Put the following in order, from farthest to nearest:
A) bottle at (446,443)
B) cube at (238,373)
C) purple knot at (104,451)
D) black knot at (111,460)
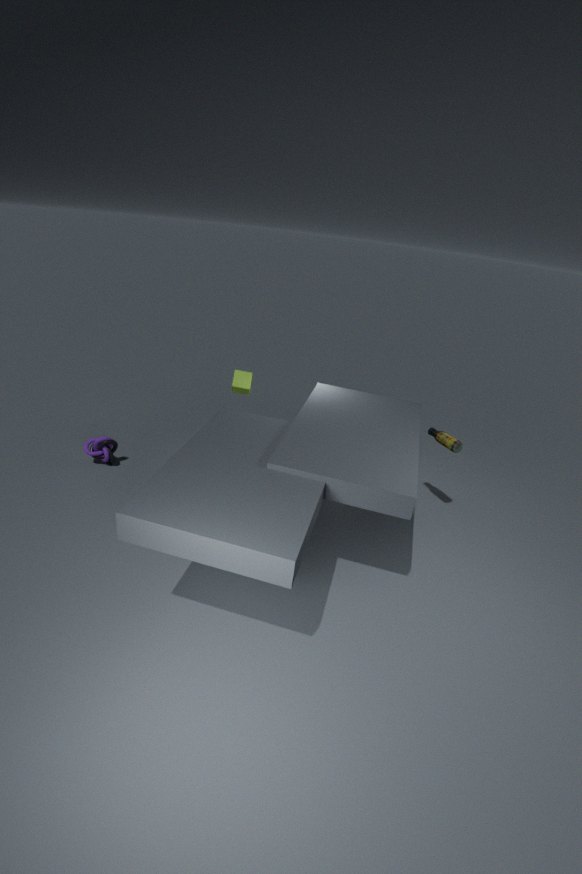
cube at (238,373)
black knot at (111,460)
purple knot at (104,451)
bottle at (446,443)
